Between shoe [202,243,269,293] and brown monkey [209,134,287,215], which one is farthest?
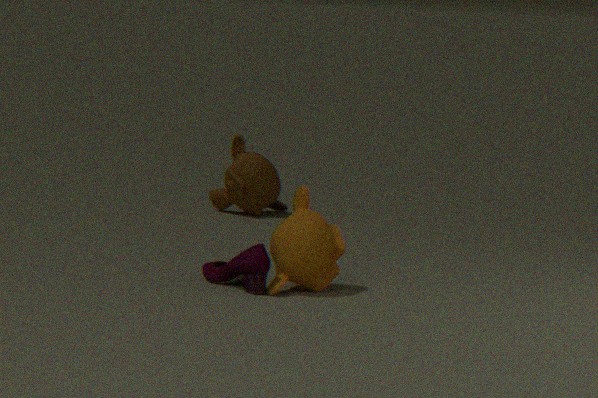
brown monkey [209,134,287,215]
